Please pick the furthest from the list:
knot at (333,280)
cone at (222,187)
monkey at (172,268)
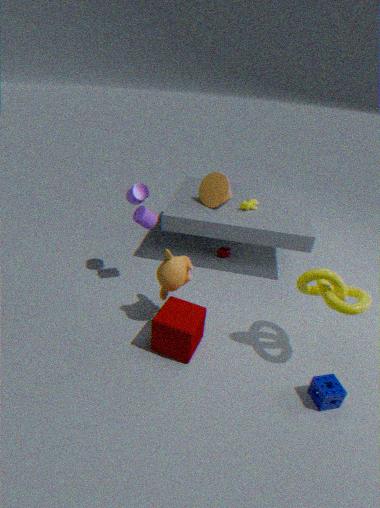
cone at (222,187)
